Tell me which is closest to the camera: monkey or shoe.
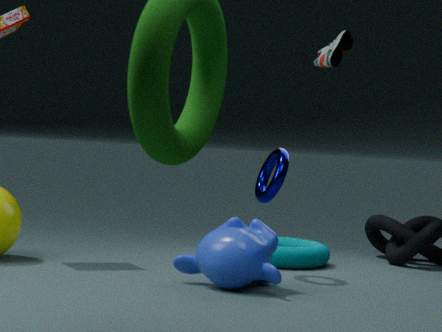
monkey
